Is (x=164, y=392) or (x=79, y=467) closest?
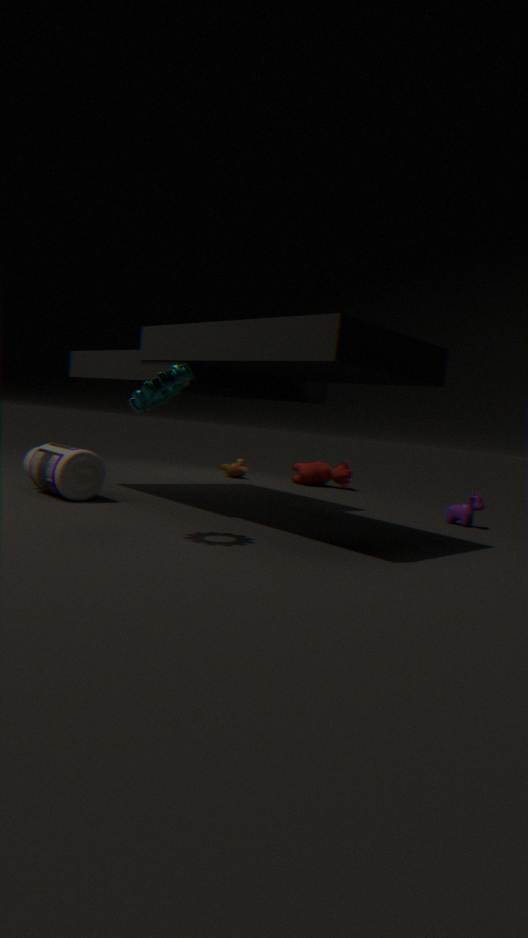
(x=164, y=392)
